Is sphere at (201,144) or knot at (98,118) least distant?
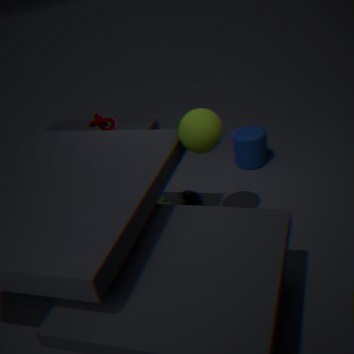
sphere at (201,144)
